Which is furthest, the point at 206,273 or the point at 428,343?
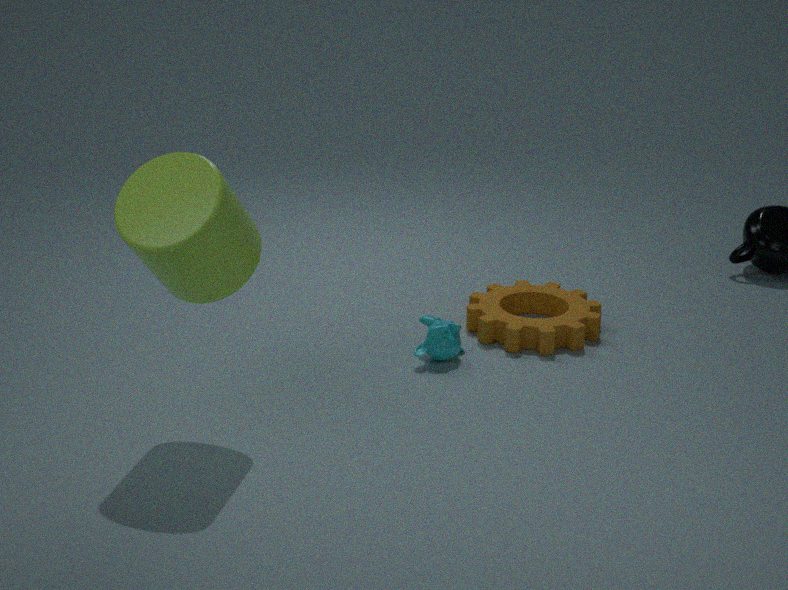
the point at 428,343
